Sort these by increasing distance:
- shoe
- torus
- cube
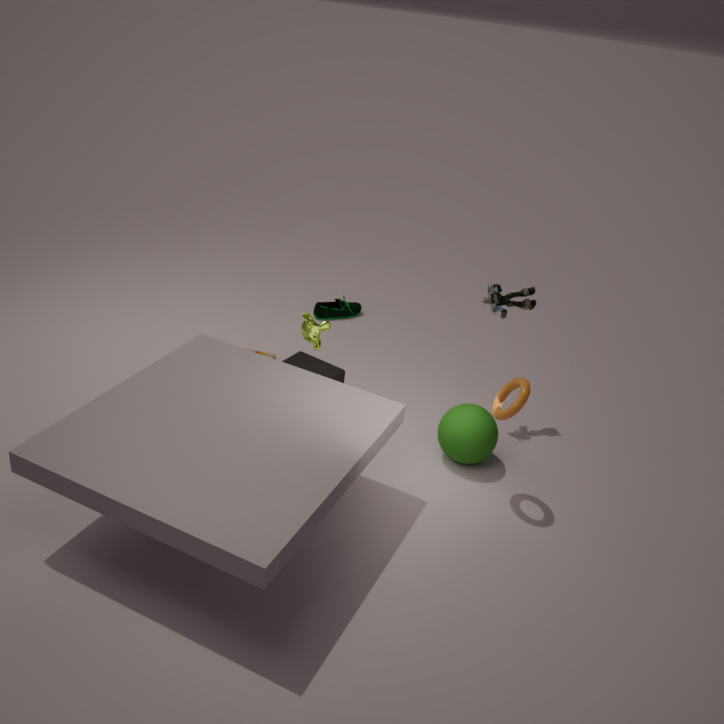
torus
cube
shoe
